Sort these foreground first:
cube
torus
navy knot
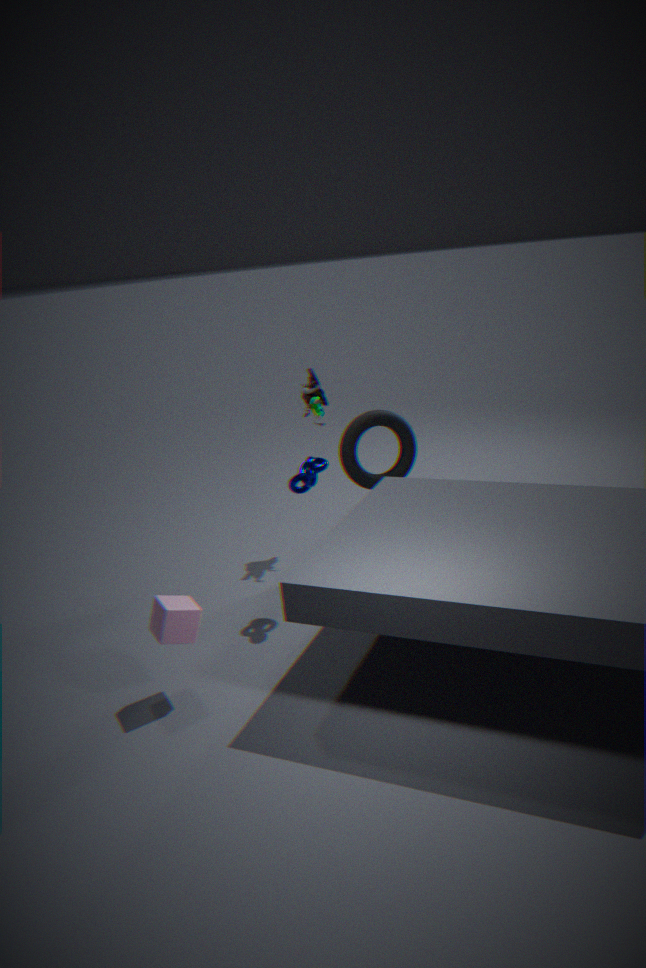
cube, navy knot, torus
